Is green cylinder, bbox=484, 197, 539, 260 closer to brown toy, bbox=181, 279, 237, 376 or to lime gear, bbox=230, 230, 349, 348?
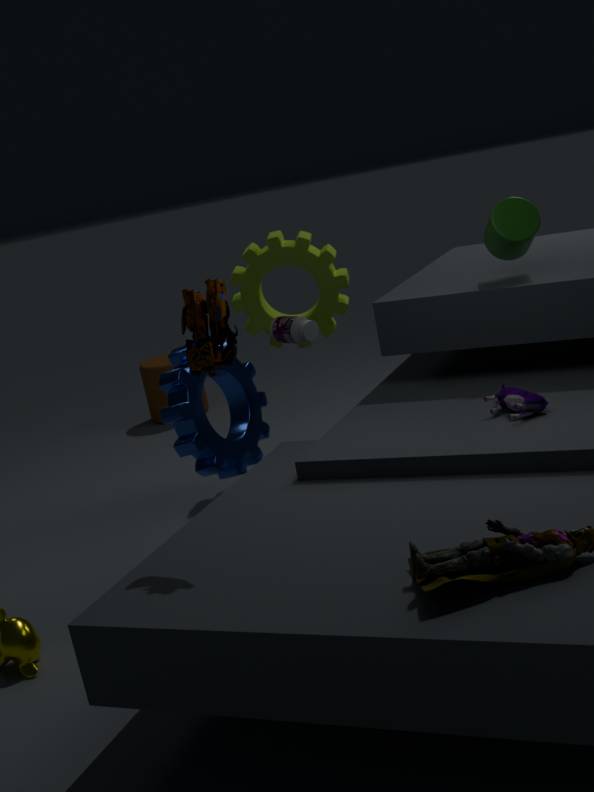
lime gear, bbox=230, 230, 349, 348
